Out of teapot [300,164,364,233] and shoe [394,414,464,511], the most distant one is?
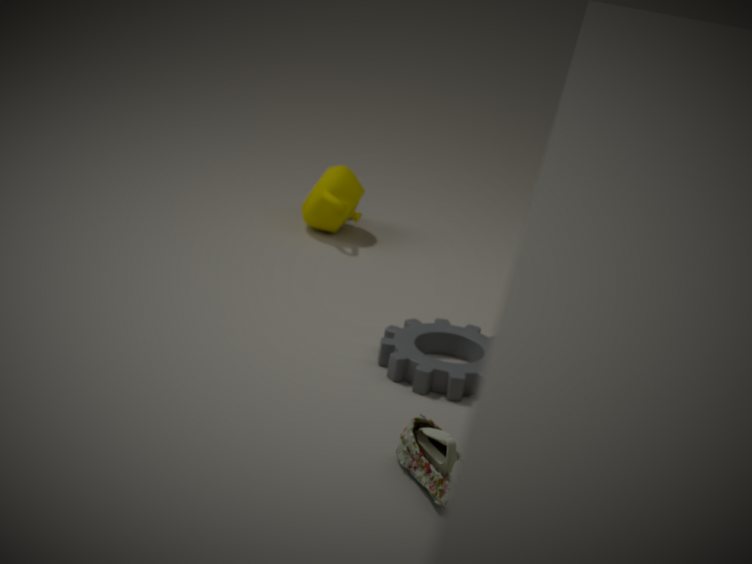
teapot [300,164,364,233]
